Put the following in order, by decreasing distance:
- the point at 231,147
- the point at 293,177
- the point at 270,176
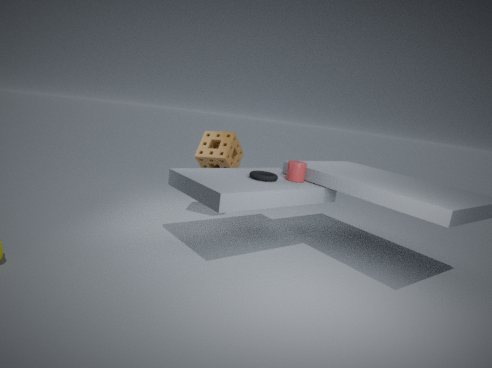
the point at 231,147 → the point at 293,177 → the point at 270,176
